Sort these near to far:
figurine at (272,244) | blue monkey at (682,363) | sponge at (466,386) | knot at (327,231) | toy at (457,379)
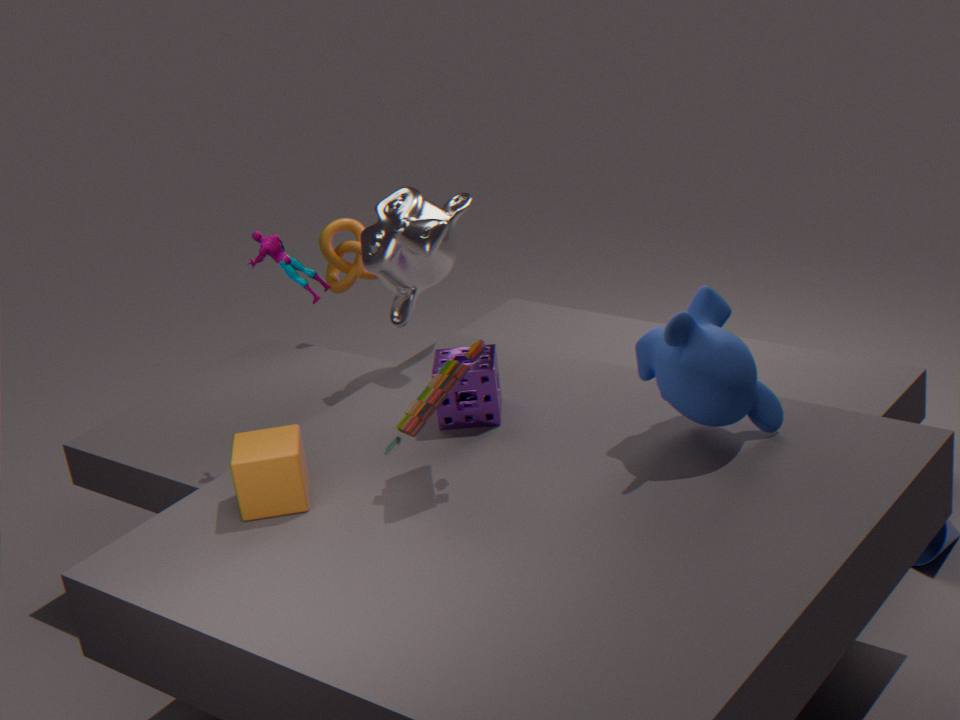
toy at (457,379)
blue monkey at (682,363)
sponge at (466,386)
figurine at (272,244)
knot at (327,231)
